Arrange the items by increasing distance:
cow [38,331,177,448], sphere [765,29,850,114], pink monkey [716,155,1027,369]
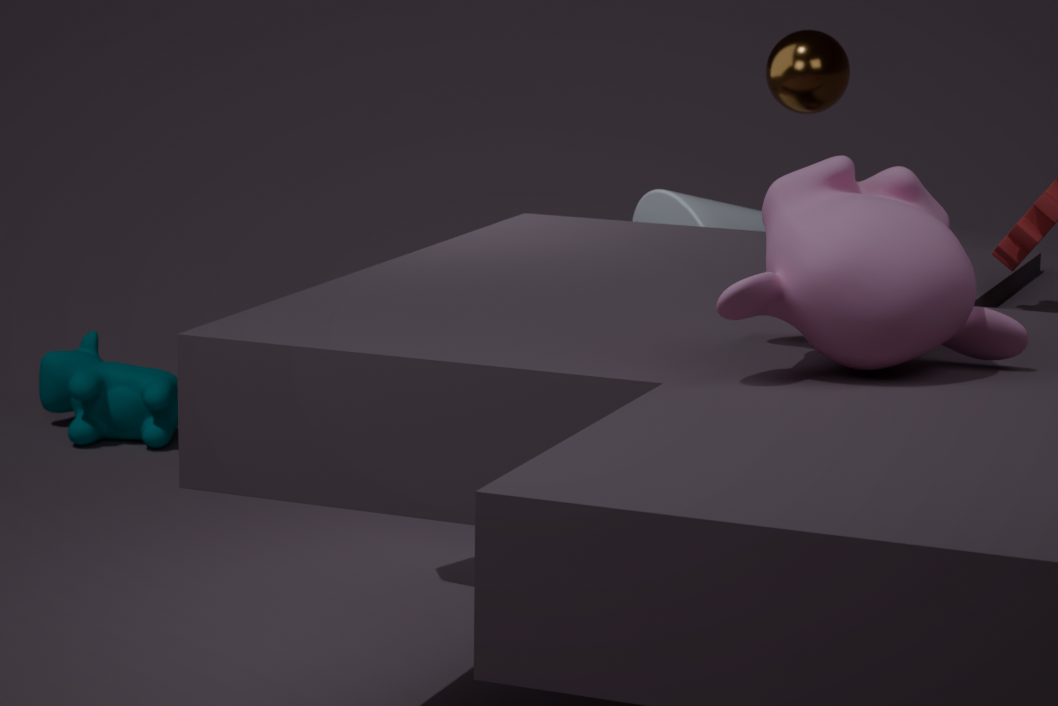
pink monkey [716,155,1027,369], sphere [765,29,850,114], cow [38,331,177,448]
